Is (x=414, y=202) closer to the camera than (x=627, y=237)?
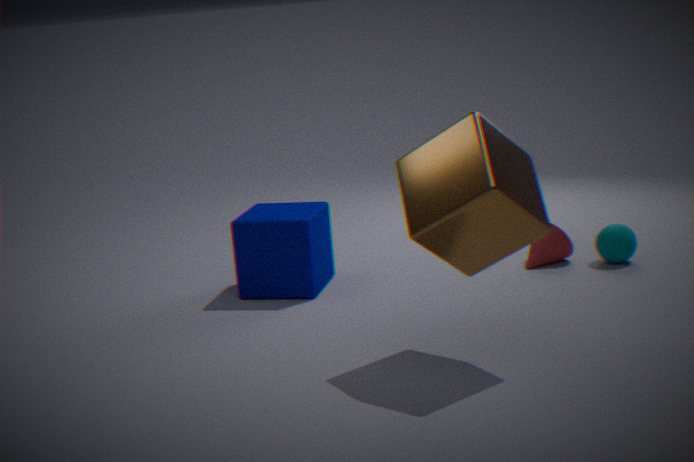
Yes
